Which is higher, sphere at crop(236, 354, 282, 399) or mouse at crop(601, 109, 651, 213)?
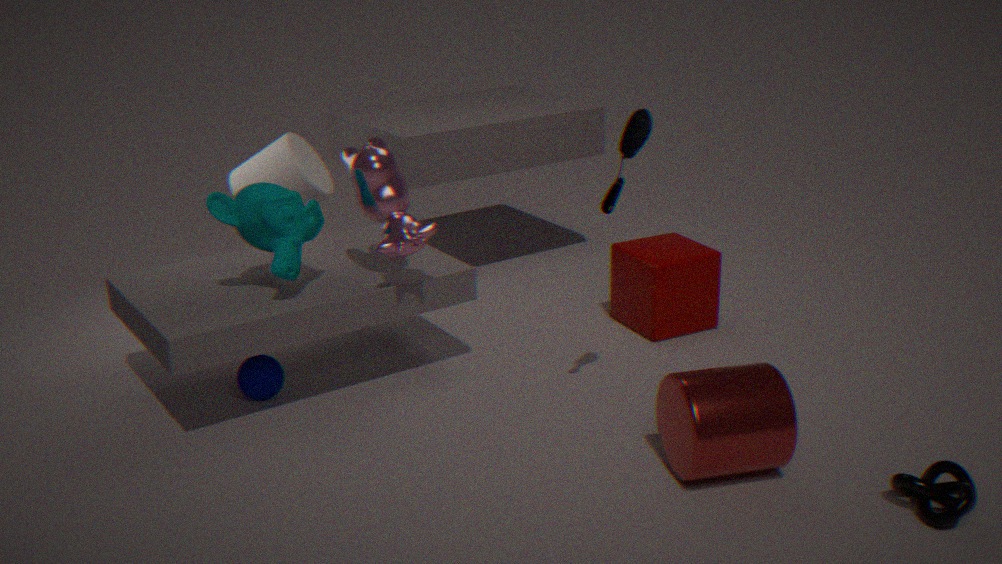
mouse at crop(601, 109, 651, 213)
